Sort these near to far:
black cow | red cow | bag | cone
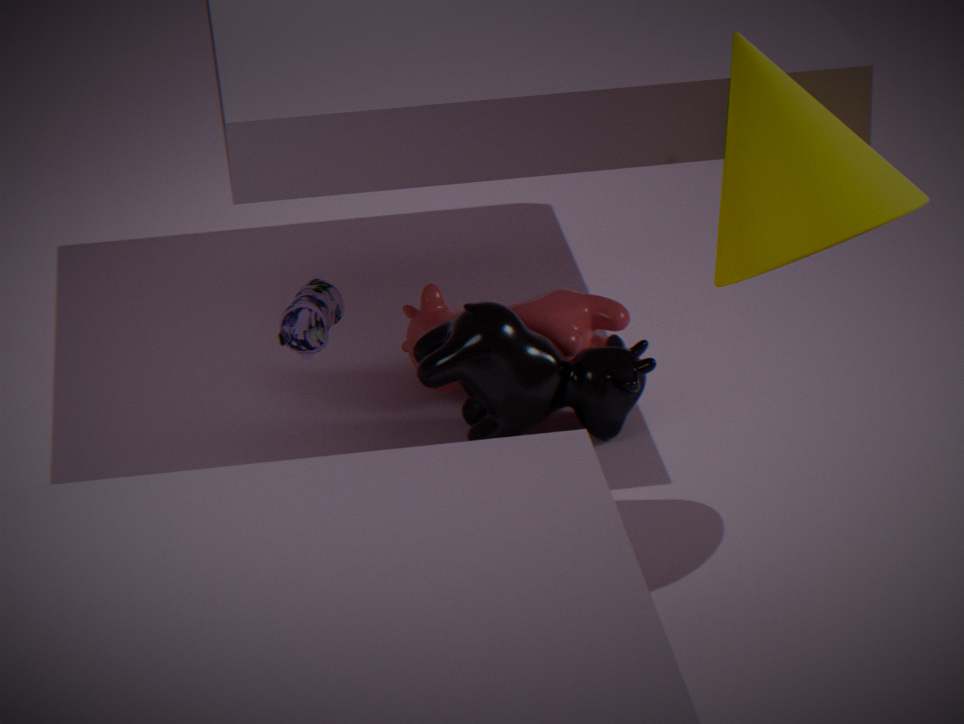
cone < bag < black cow < red cow
